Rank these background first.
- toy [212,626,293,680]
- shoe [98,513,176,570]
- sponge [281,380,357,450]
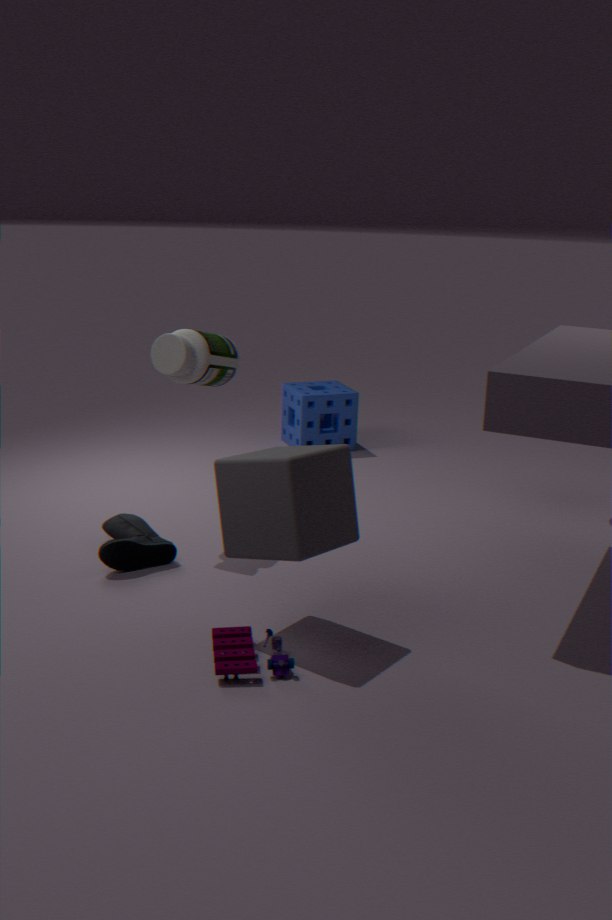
1. sponge [281,380,357,450]
2. shoe [98,513,176,570]
3. toy [212,626,293,680]
